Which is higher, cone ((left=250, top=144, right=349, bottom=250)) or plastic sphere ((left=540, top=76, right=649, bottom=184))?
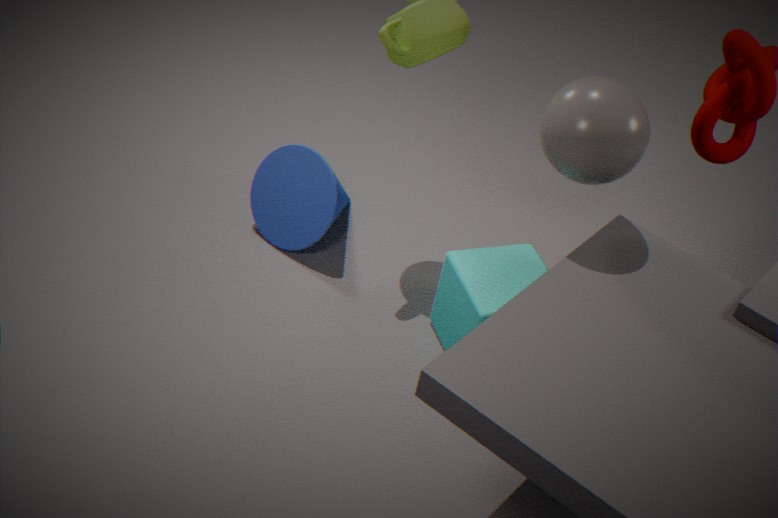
plastic sphere ((left=540, top=76, right=649, bottom=184))
